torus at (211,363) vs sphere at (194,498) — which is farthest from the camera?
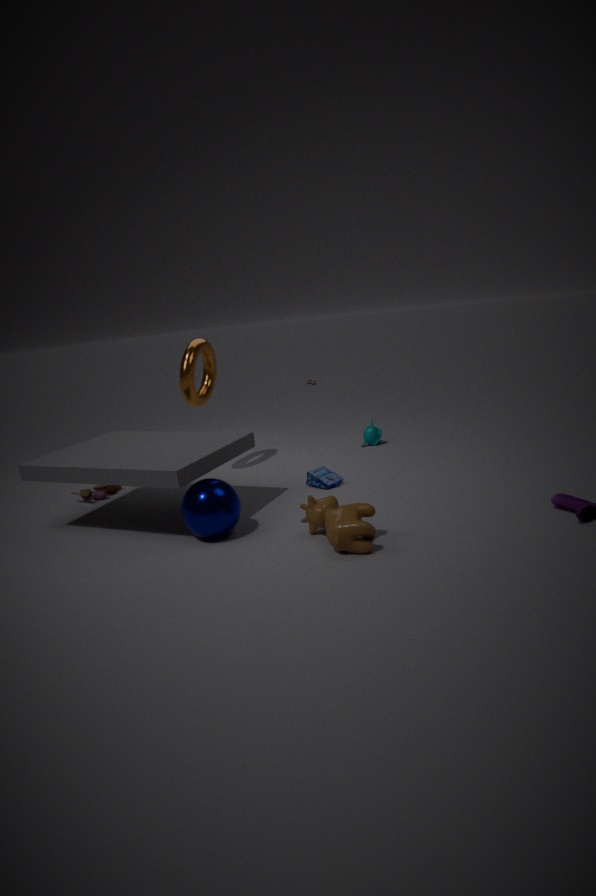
torus at (211,363)
